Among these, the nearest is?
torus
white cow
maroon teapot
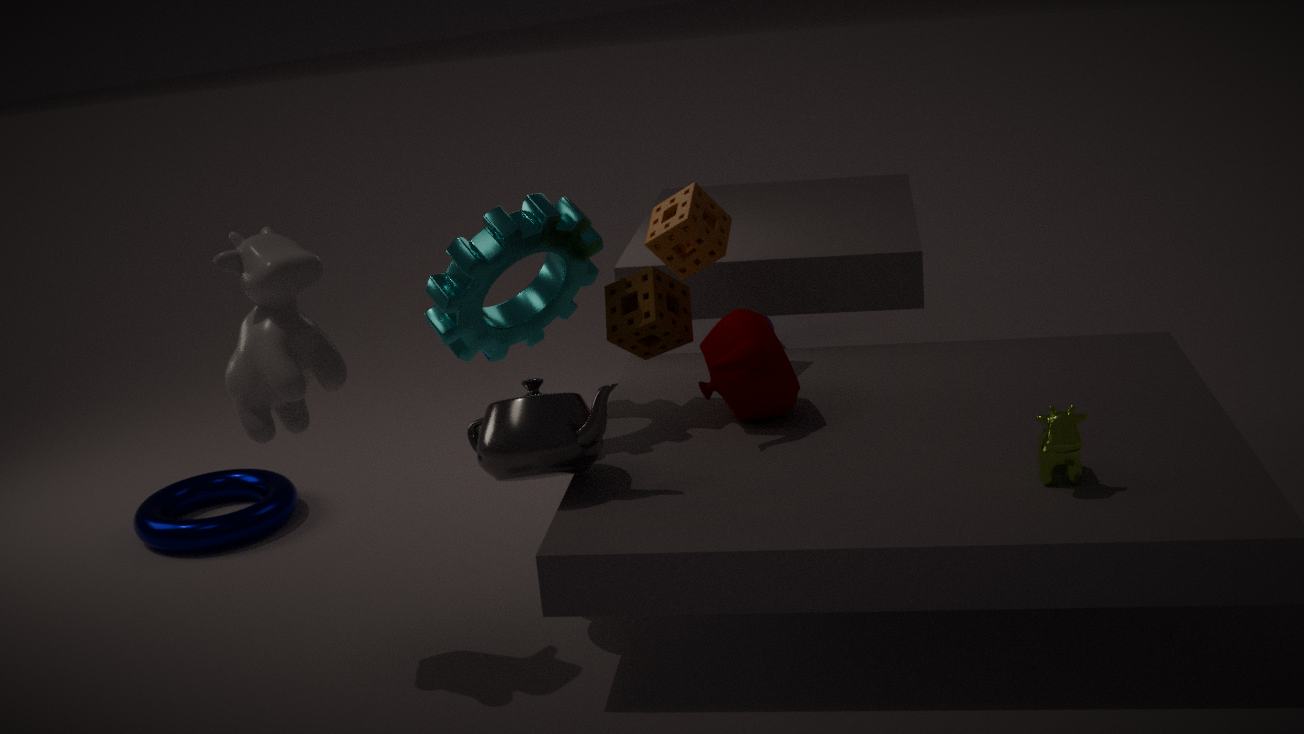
white cow
